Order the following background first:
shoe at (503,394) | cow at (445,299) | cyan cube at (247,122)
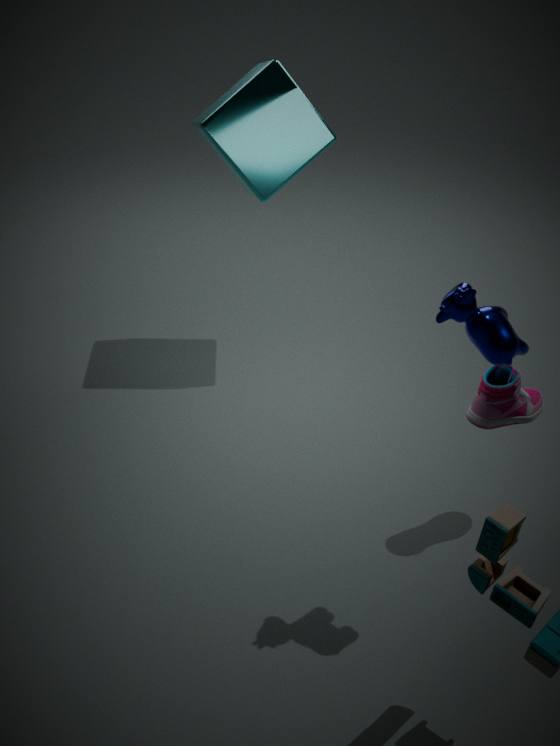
cyan cube at (247,122) → shoe at (503,394) → cow at (445,299)
